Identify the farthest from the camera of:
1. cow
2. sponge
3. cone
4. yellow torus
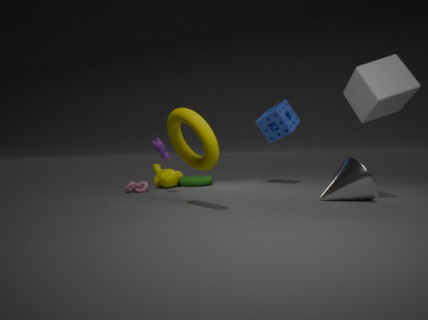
sponge
